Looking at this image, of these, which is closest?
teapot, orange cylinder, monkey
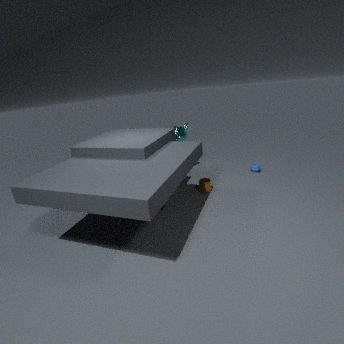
orange cylinder
